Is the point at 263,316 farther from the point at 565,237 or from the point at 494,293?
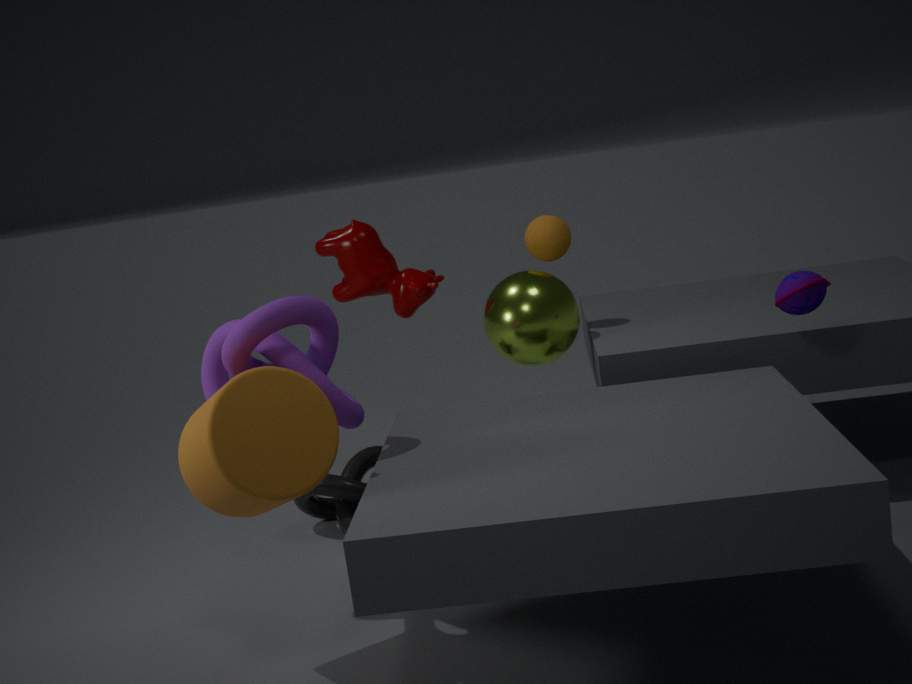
the point at 565,237
